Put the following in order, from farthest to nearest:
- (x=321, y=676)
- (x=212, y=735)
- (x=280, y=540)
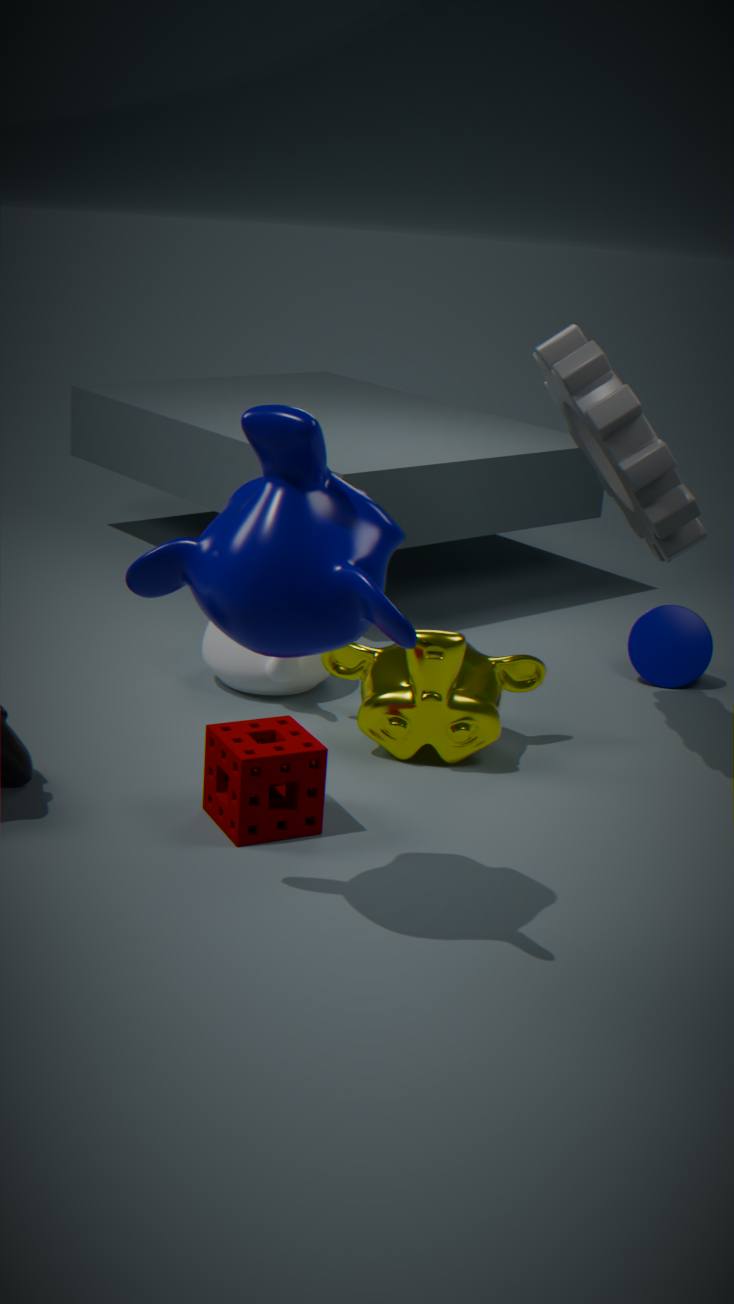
1. (x=321, y=676)
2. (x=212, y=735)
3. (x=280, y=540)
